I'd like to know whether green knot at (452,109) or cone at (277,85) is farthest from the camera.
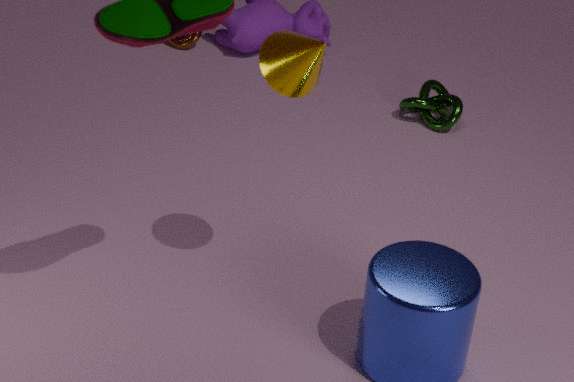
green knot at (452,109)
